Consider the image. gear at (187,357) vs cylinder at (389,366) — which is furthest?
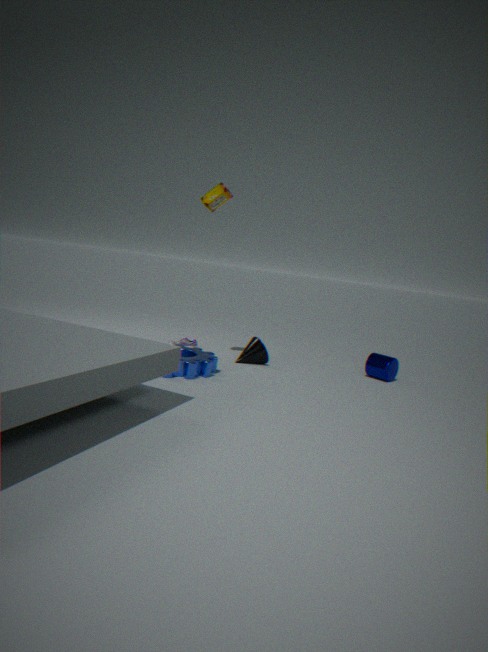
cylinder at (389,366)
